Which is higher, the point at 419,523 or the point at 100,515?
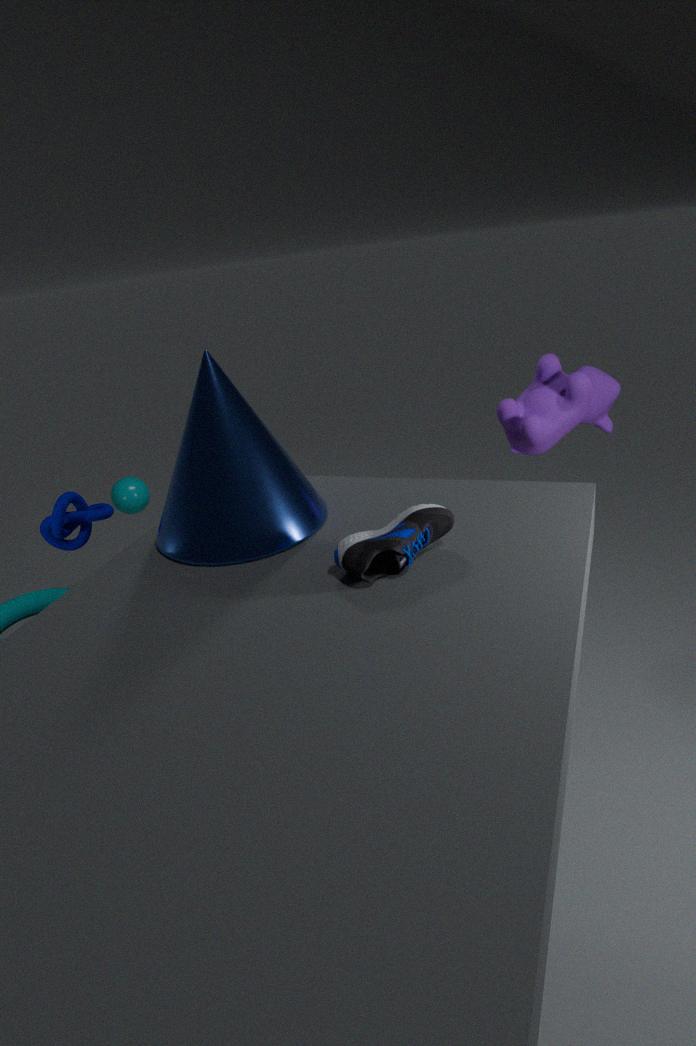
the point at 419,523
